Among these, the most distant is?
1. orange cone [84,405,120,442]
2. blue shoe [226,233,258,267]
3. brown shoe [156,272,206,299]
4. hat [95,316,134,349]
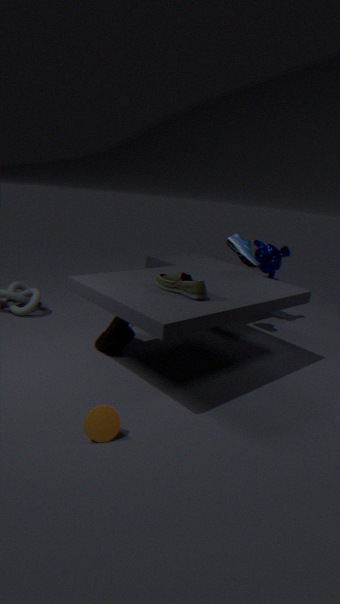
blue shoe [226,233,258,267]
